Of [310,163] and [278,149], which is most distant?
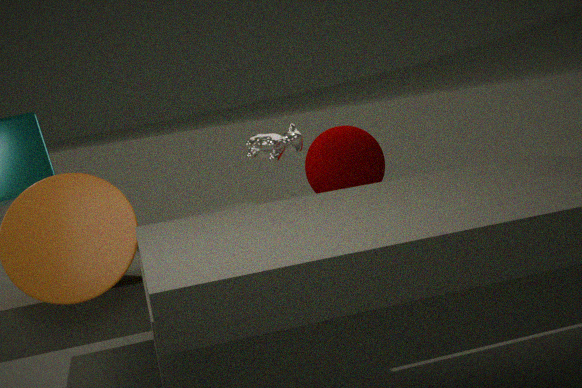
[310,163]
